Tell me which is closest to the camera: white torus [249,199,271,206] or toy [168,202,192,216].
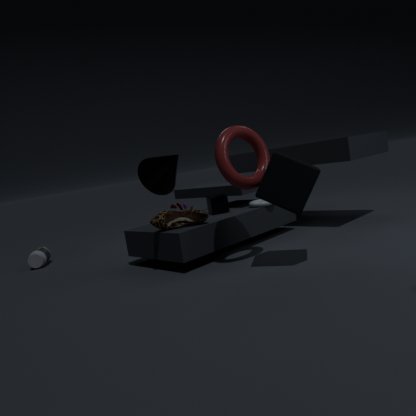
toy [168,202,192,216]
